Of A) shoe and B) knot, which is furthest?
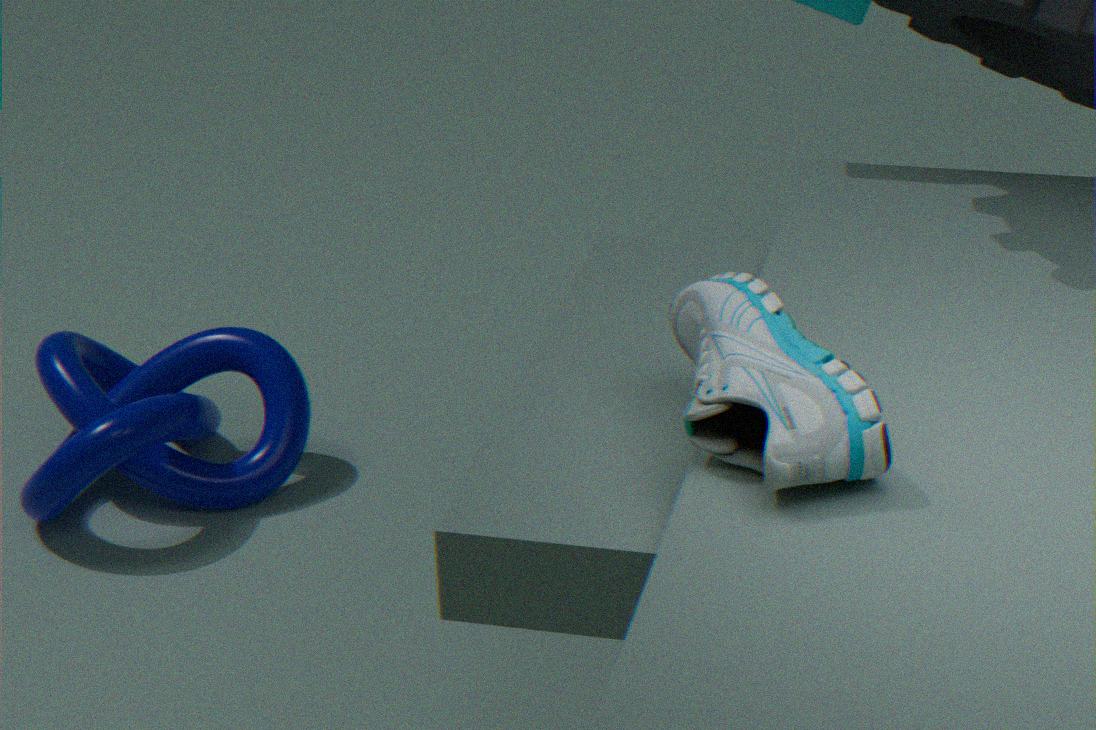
B. knot
